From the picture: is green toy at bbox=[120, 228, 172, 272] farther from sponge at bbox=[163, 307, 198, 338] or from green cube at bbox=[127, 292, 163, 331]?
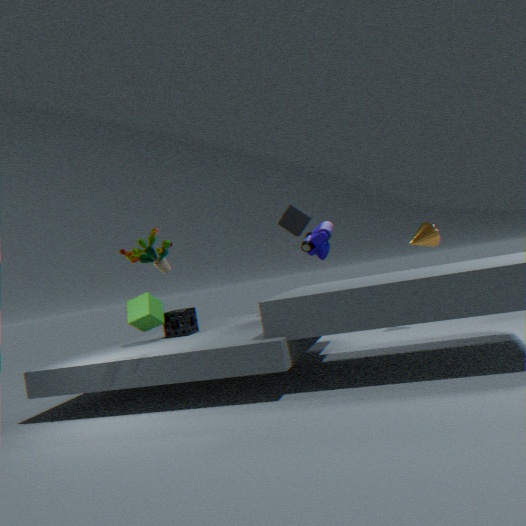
sponge at bbox=[163, 307, 198, 338]
